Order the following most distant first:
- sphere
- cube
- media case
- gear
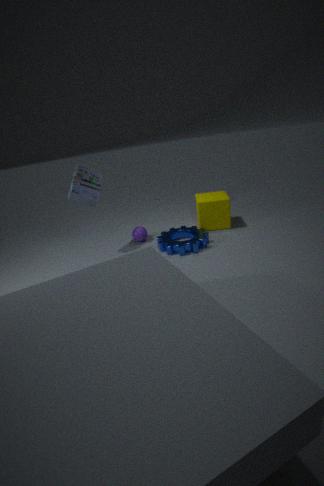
sphere → cube → media case → gear
